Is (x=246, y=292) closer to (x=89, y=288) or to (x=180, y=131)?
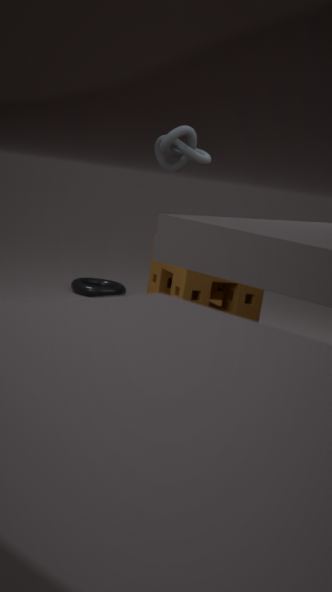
(x=180, y=131)
